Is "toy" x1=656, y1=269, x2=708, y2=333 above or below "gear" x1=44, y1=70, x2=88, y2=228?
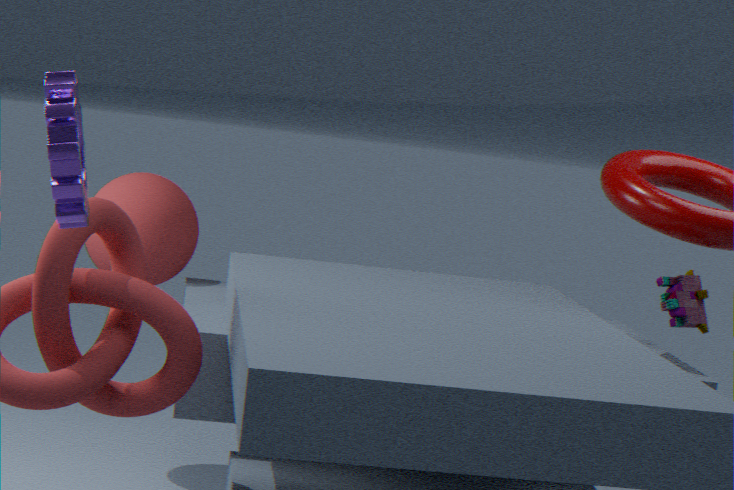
below
